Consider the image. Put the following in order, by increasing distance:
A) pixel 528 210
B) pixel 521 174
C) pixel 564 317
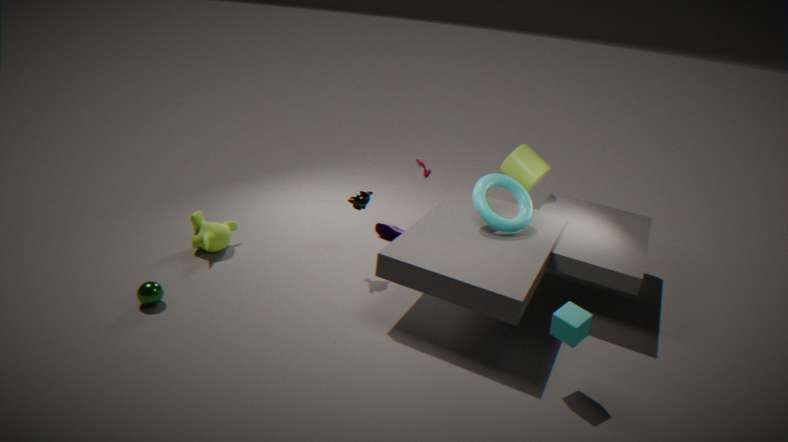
pixel 564 317
pixel 528 210
pixel 521 174
